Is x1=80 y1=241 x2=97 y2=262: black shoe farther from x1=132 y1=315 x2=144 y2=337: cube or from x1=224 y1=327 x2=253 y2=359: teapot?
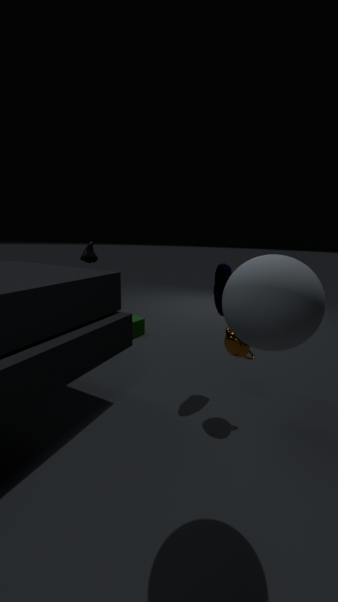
x1=224 y1=327 x2=253 y2=359: teapot
